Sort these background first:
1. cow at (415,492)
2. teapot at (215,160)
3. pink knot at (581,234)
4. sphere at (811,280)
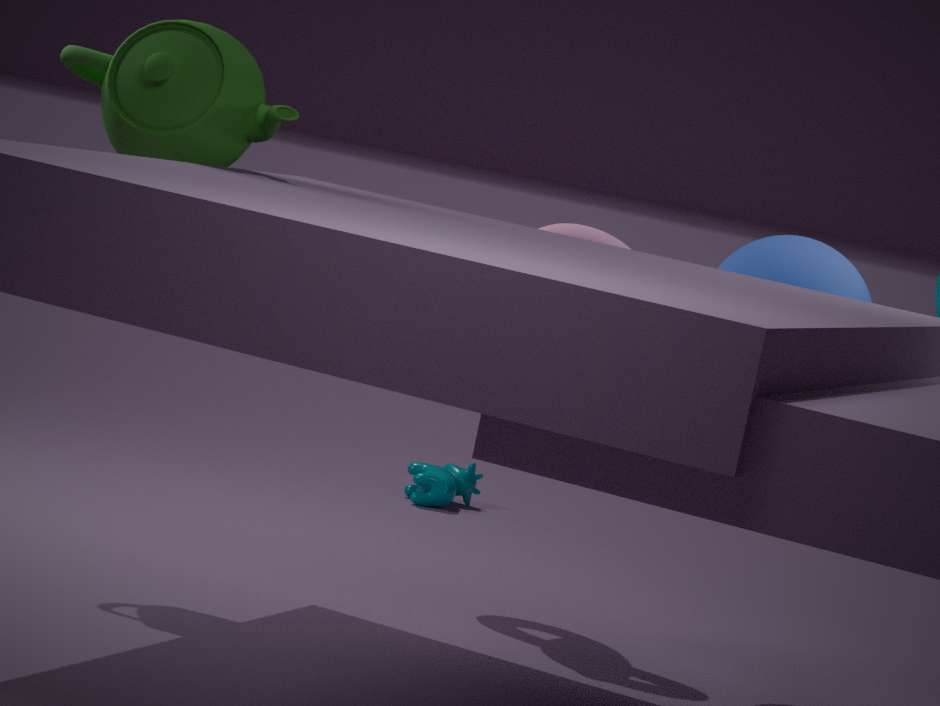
cow at (415,492)
pink knot at (581,234)
sphere at (811,280)
teapot at (215,160)
